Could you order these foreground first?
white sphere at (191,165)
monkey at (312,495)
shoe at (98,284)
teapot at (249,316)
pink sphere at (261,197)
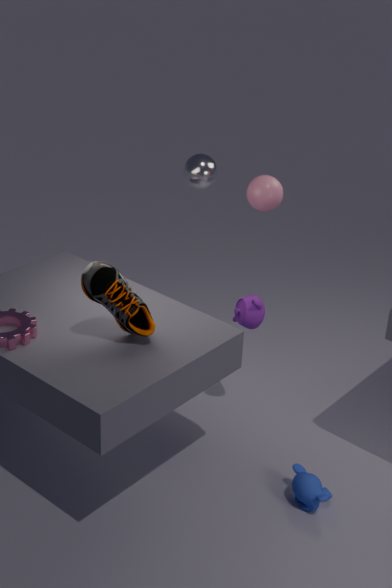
1. shoe at (98,284)
2. monkey at (312,495)
3. teapot at (249,316)
4. pink sphere at (261,197)
5. white sphere at (191,165)
